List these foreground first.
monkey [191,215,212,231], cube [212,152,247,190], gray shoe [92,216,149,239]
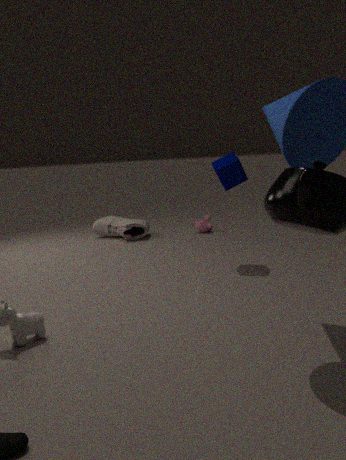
cube [212,152,247,190]
gray shoe [92,216,149,239]
monkey [191,215,212,231]
